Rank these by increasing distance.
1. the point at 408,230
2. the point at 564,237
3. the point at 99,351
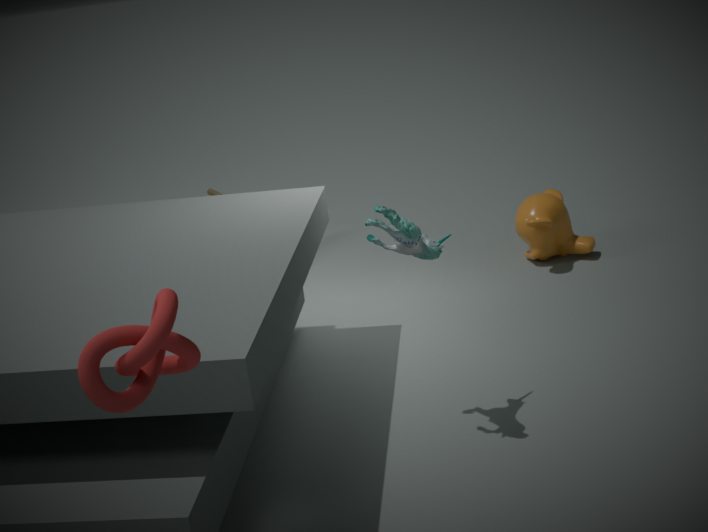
the point at 99,351 < the point at 408,230 < the point at 564,237
